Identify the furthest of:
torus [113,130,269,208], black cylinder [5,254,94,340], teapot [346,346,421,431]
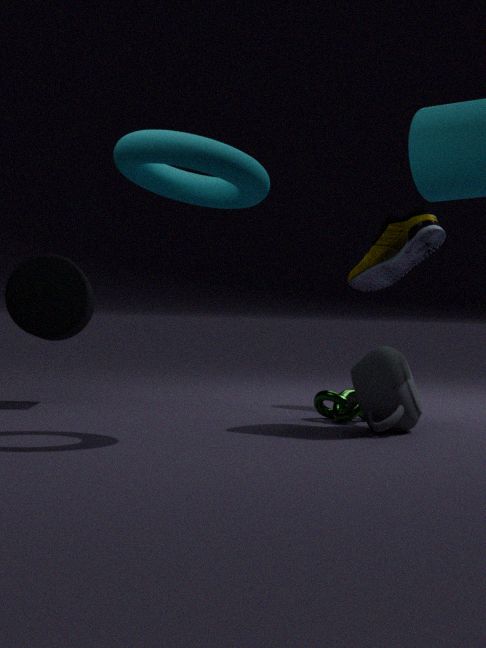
black cylinder [5,254,94,340]
